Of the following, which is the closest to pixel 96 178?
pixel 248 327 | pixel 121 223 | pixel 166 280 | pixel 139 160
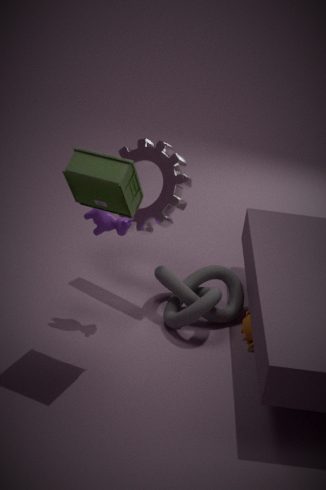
pixel 121 223
